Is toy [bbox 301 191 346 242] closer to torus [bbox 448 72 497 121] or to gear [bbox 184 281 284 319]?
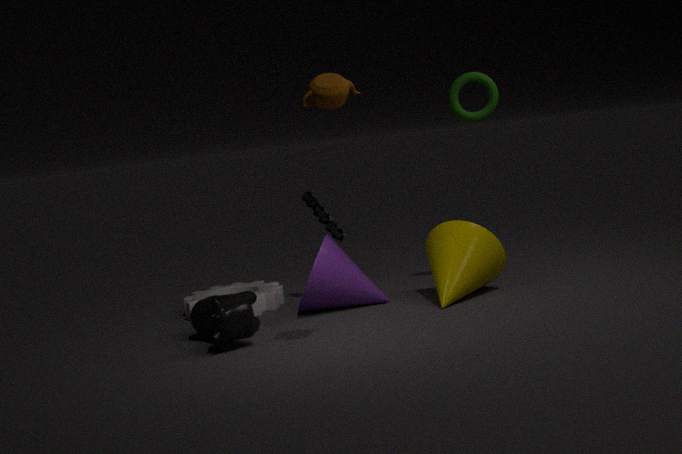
gear [bbox 184 281 284 319]
